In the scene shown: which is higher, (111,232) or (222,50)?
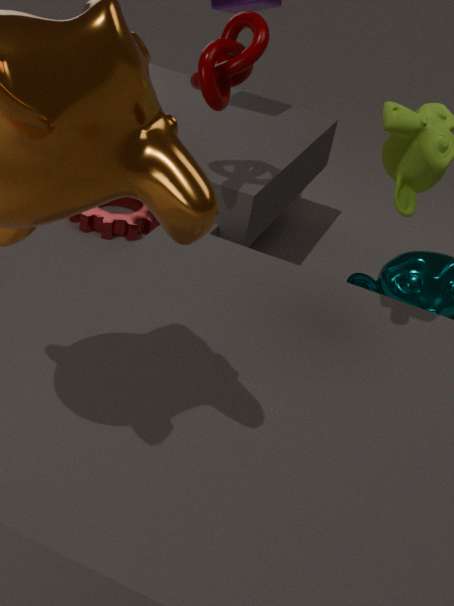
(222,50)
